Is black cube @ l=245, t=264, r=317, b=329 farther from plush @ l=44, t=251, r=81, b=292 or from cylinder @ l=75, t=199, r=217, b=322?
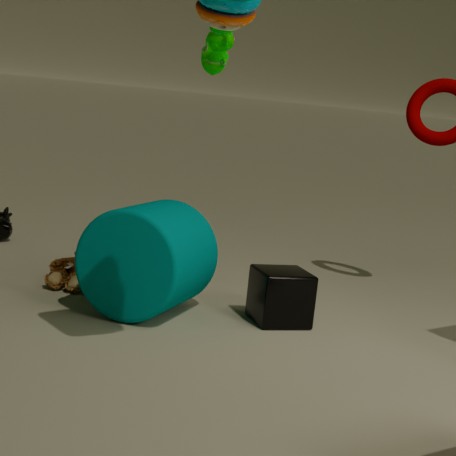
plush @ l=44, t=251, r=81, b=292
